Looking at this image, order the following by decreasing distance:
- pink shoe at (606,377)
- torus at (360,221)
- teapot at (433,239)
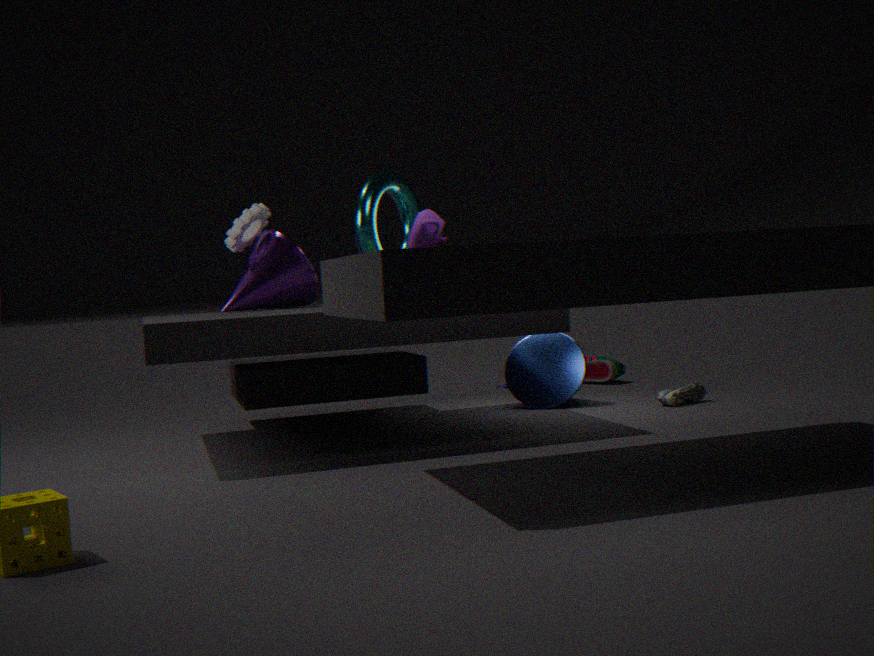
pink shoe at (606,377), torus at (360,221), teapot at (433,239)
